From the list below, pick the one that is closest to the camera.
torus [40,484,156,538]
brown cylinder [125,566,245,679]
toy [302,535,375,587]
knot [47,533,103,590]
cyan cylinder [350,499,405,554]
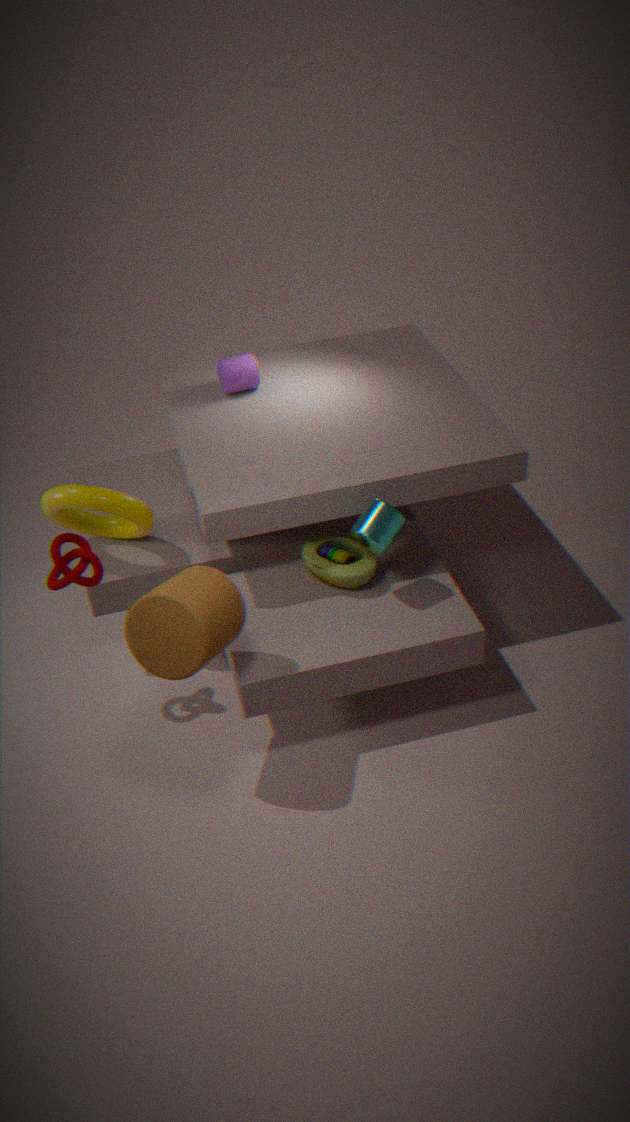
brown cylinder [125,566,245,679]
